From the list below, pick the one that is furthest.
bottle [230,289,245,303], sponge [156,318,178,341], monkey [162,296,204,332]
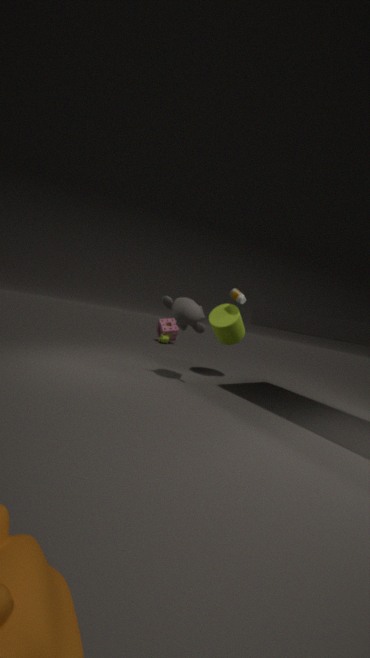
sponge [156,318,178,341]
